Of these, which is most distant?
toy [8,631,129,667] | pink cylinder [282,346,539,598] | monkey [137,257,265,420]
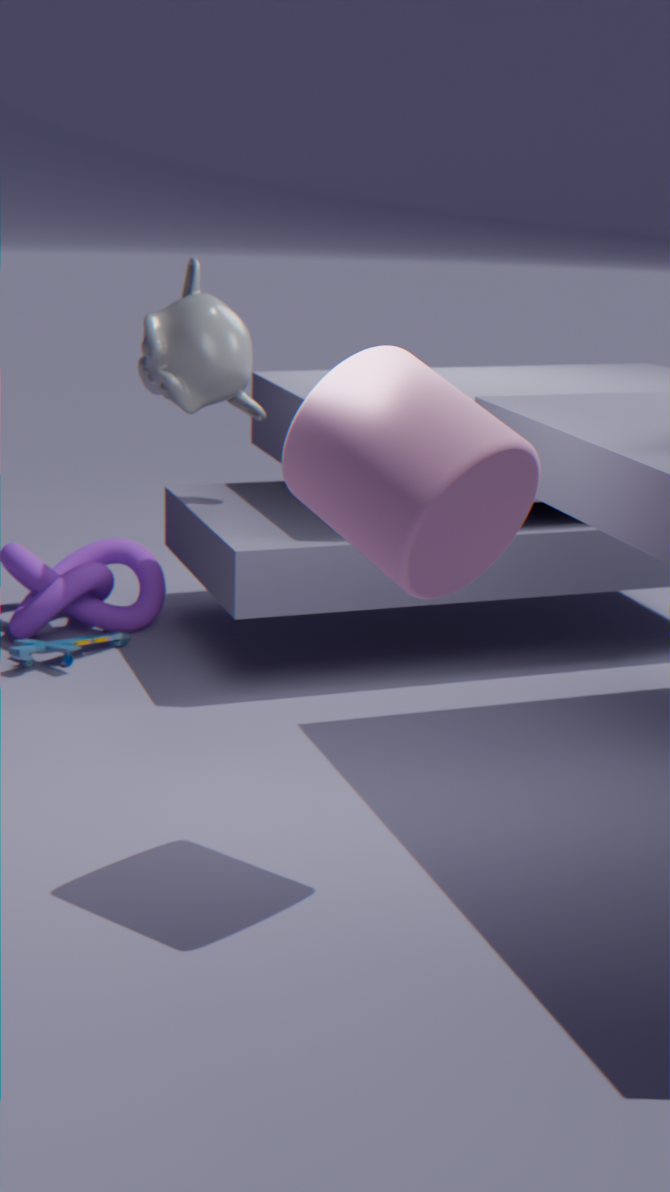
toy [8,631,129,667]
